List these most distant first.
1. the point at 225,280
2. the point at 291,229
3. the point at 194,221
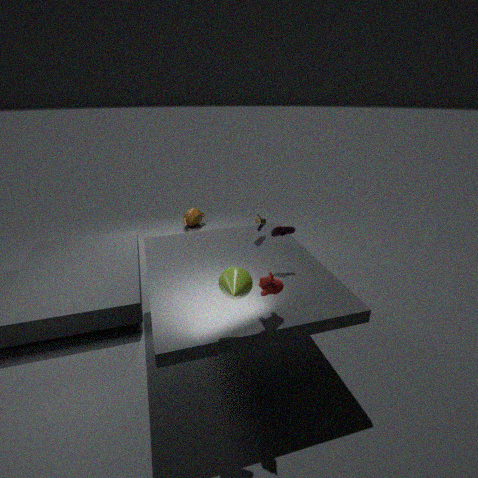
the point at 194,221 < the point at 291,229 < the point at 225,280
